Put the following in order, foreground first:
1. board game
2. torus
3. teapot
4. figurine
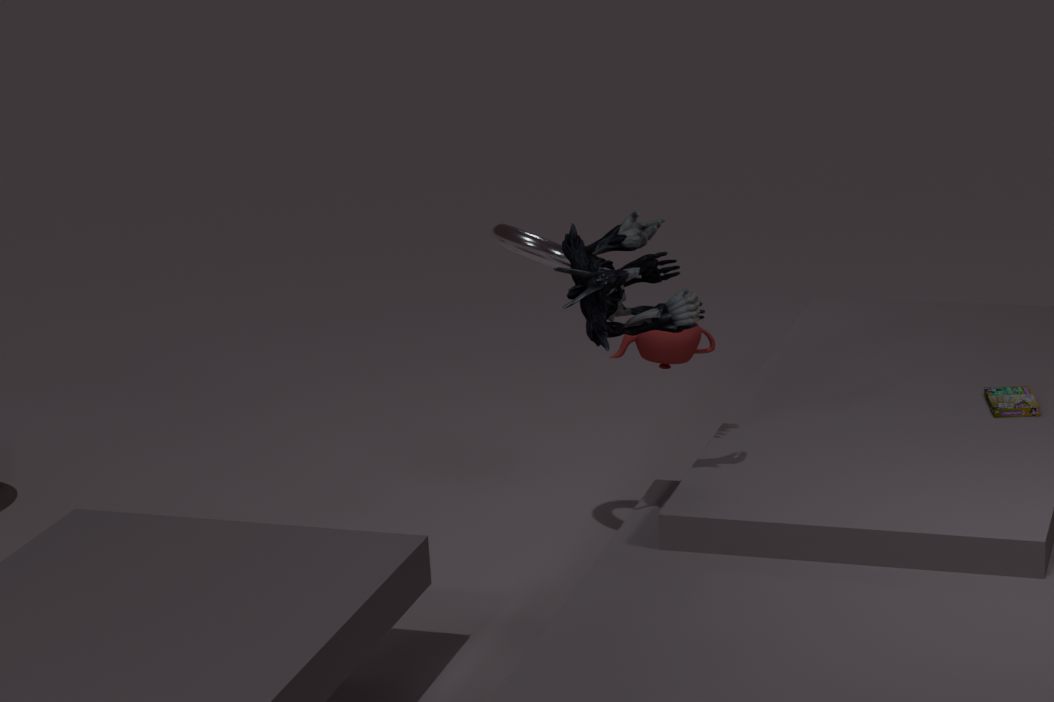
1. figurine
2. board game
3. torus
4. teapot
